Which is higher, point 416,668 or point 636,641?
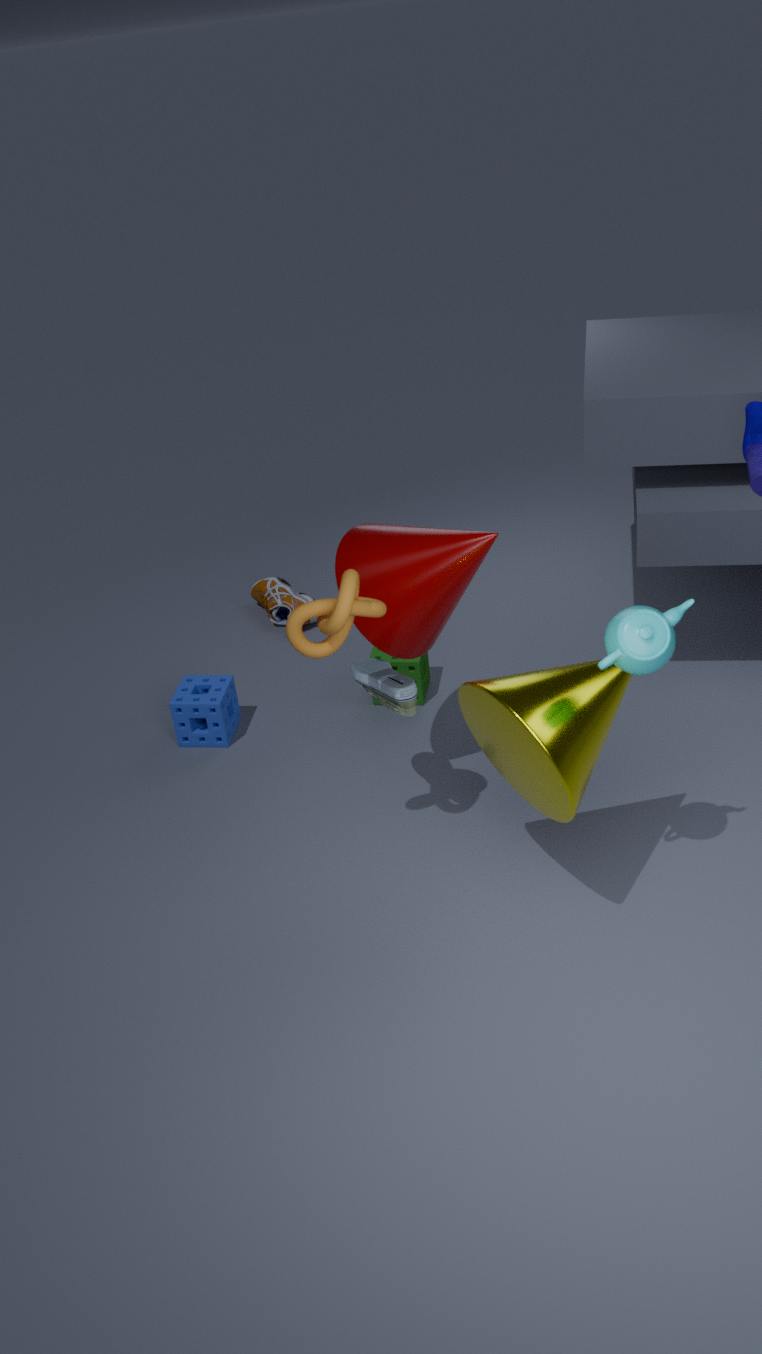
point 636,641
